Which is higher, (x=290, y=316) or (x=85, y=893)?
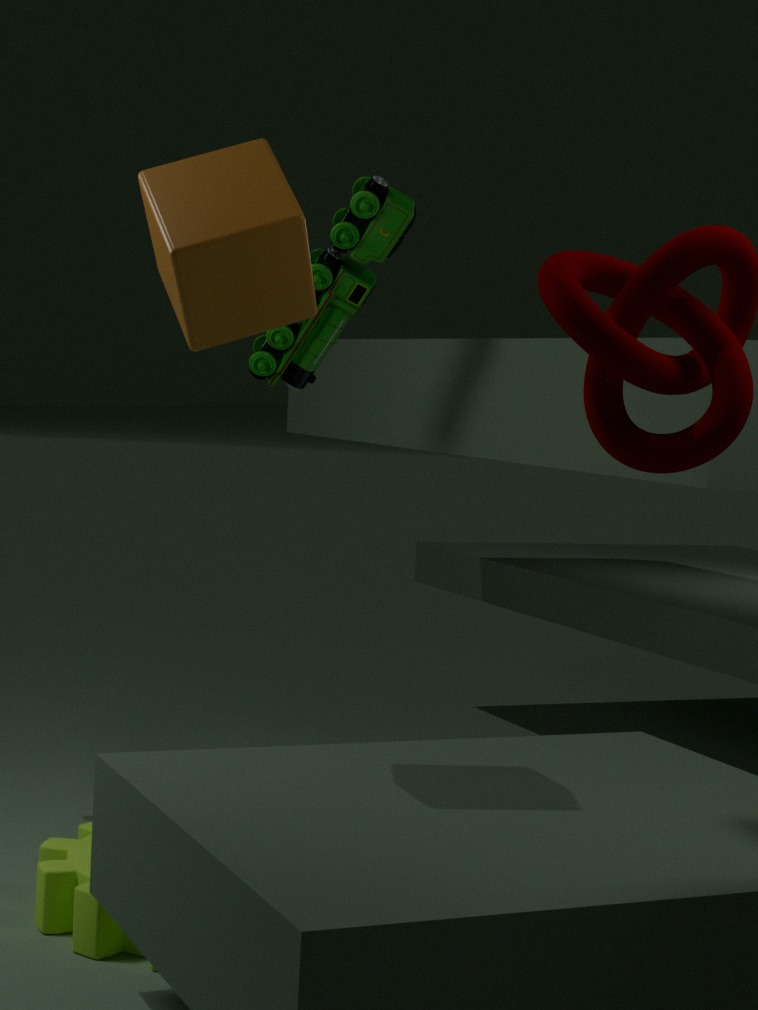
(x=290, y=316)
